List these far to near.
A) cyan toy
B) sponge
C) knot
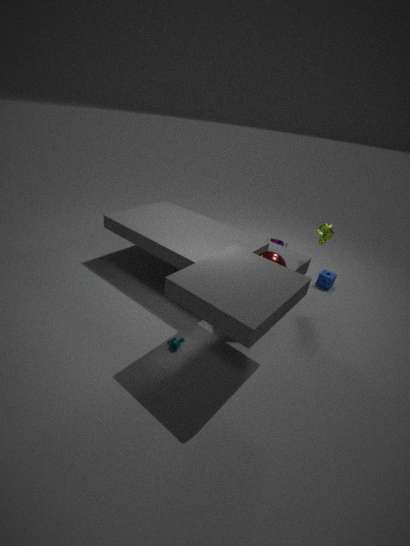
sponge, knot, cyan toy
